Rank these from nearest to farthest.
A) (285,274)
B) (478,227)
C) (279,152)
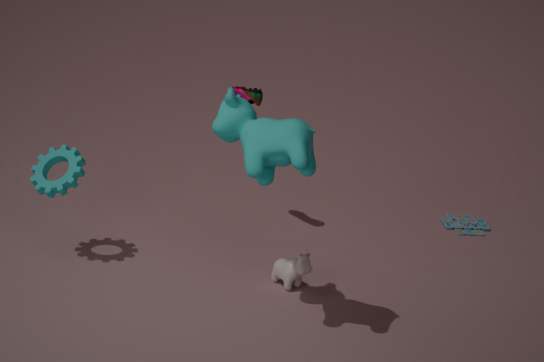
1. C. (279,152)
2. A. (285,274)
3. B. (478,227)
